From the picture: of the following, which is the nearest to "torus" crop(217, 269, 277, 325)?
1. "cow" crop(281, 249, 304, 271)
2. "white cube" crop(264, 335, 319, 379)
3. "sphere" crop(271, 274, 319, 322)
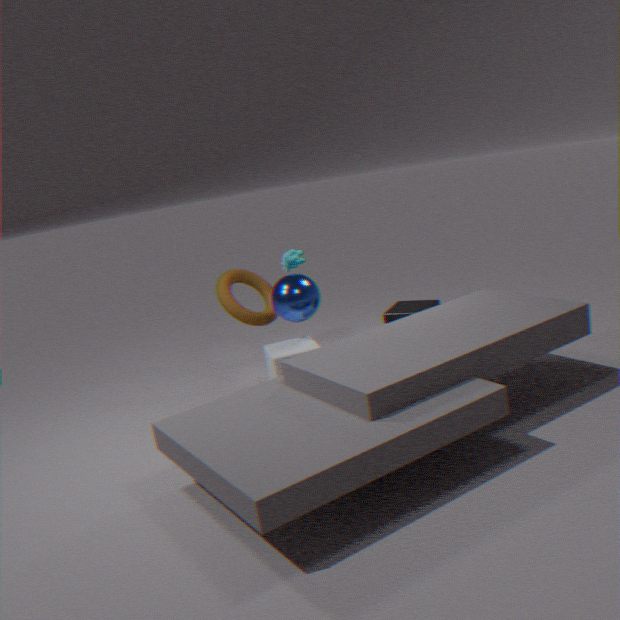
"sphere" crop(271, 274, 319, 322)
